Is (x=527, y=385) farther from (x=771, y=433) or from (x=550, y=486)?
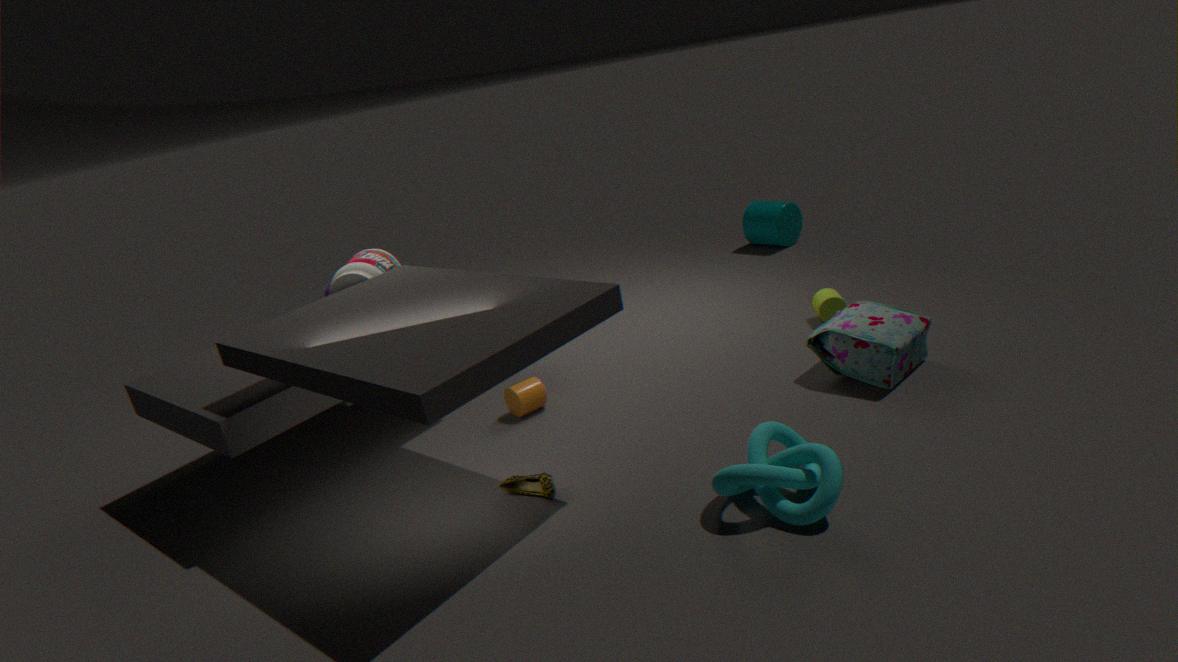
(x=771, y=433)
